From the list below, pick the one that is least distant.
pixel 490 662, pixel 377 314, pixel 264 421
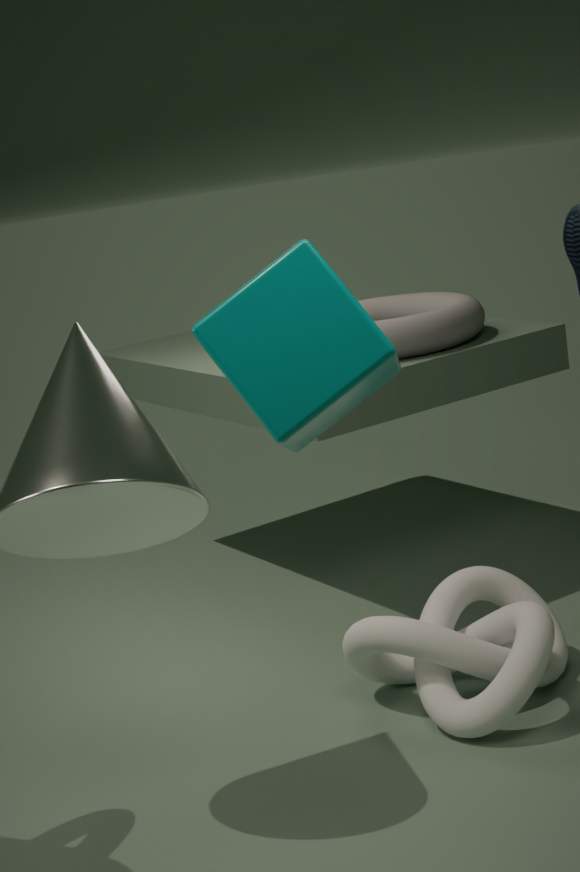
pixel 264 421
